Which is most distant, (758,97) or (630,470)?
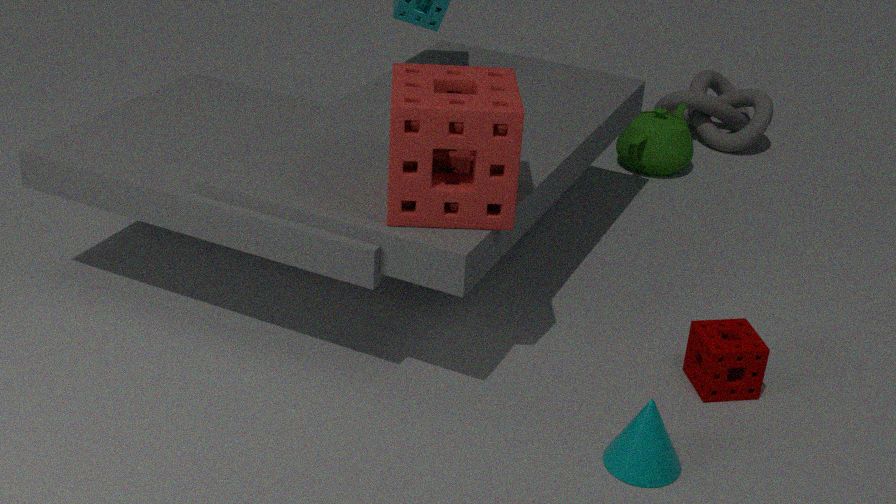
(758,97)
